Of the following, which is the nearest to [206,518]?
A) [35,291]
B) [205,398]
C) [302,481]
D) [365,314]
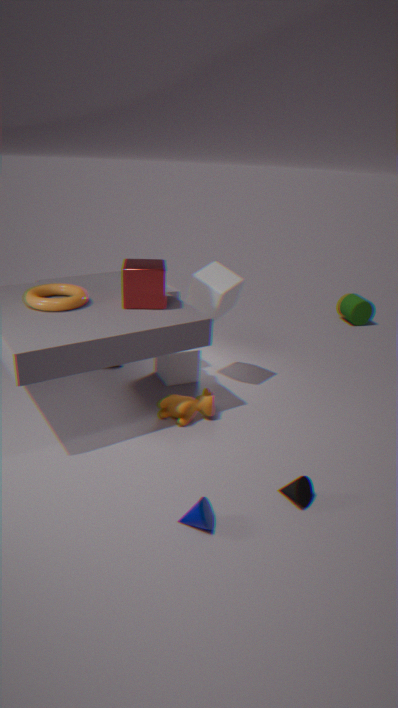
[302,481]
